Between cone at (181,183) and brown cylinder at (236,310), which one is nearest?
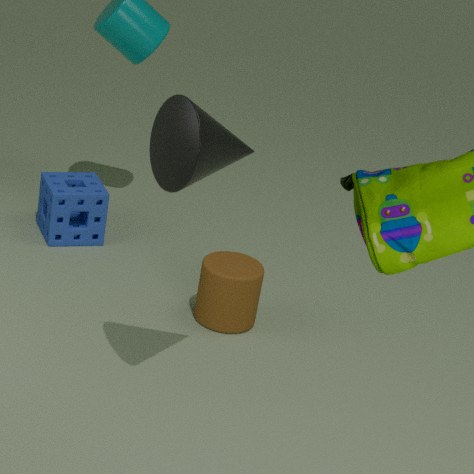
cone at (181,183)
